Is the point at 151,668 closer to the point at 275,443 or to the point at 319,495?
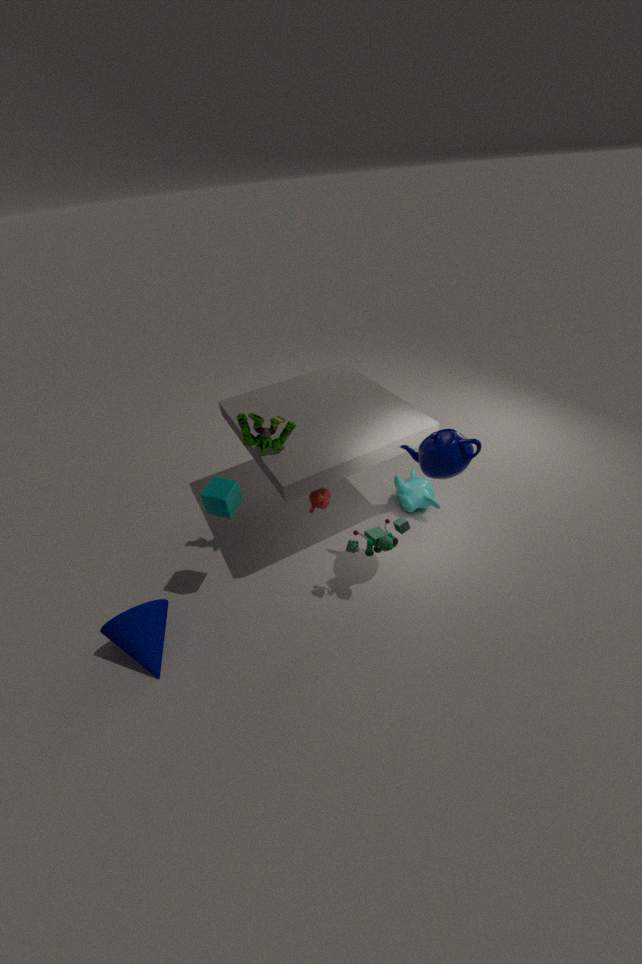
the point at 319,495
